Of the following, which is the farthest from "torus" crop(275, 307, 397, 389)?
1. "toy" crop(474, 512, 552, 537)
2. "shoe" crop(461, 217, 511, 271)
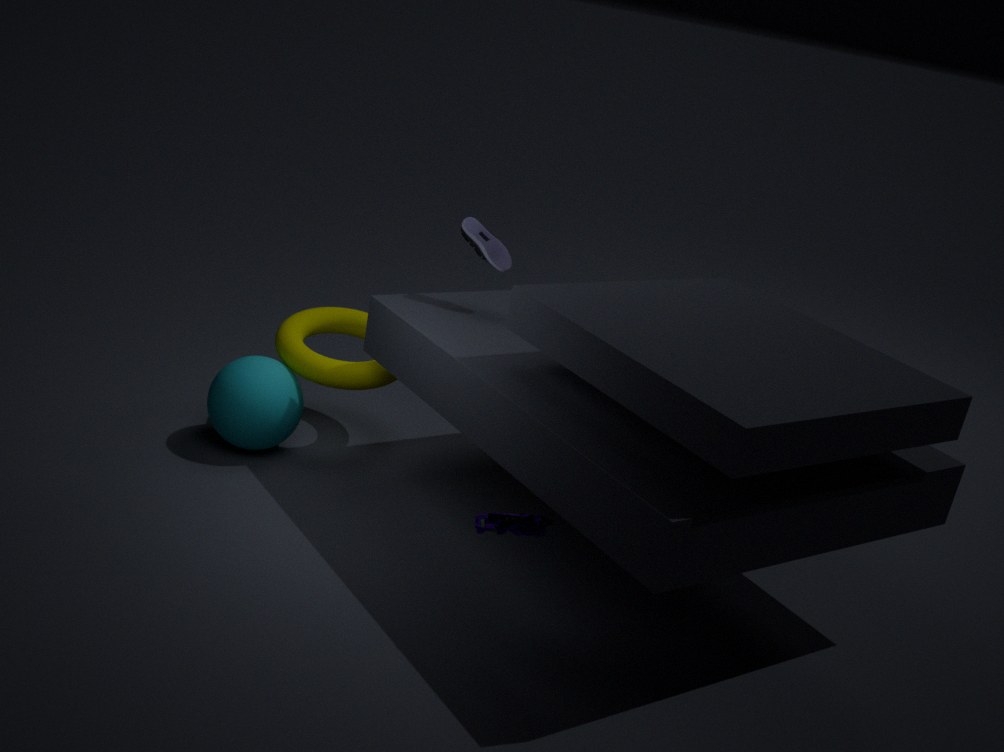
"toy" crop(474, 512, 552, 537)
